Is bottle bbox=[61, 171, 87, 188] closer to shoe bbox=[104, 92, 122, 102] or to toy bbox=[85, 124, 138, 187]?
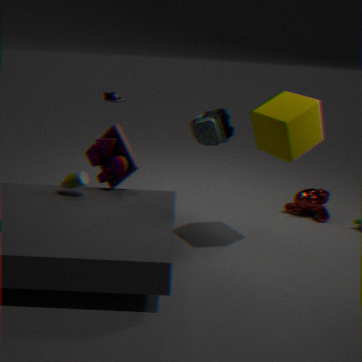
toy bbox=[85, 124, 138, 187]
